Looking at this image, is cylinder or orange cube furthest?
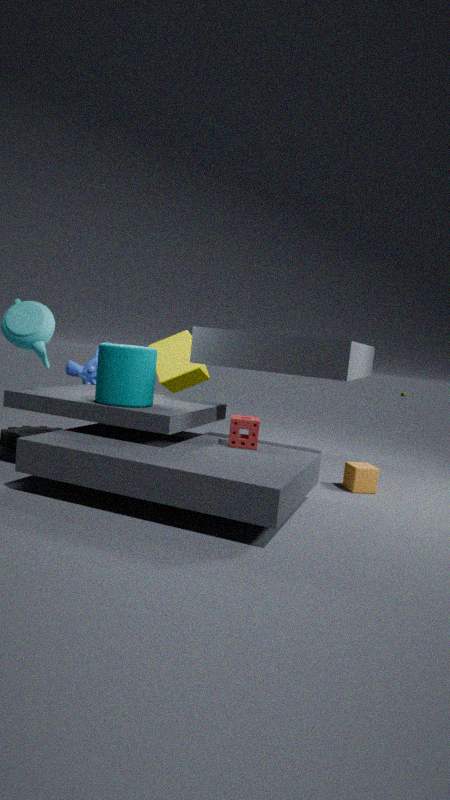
orange cube
